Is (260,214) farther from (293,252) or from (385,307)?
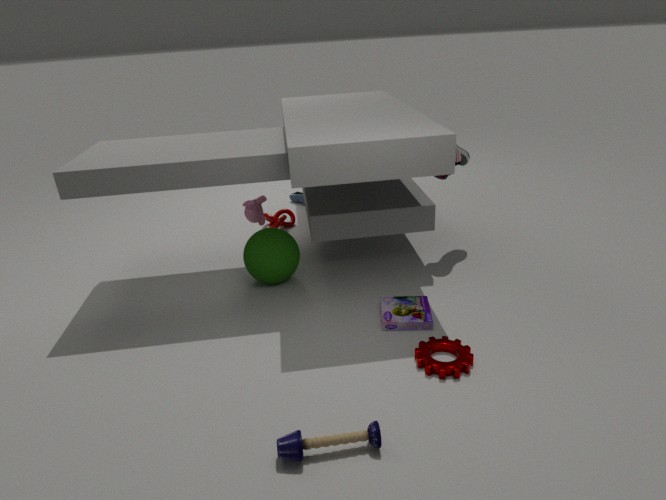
(385,307)
